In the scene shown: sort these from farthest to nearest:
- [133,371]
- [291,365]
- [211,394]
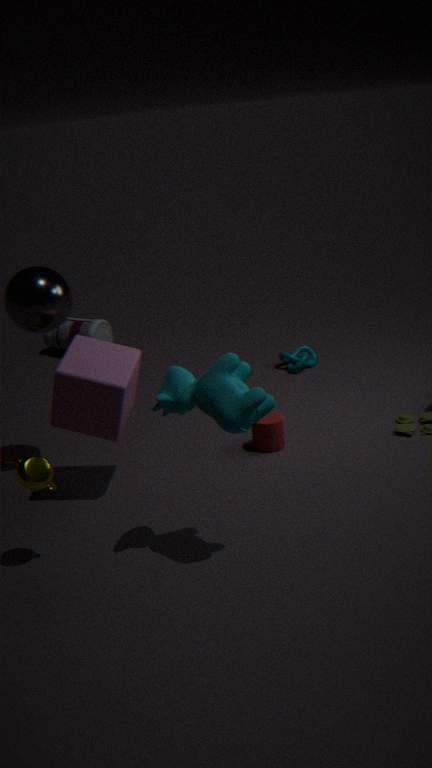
[291,365] < [133,371] < [211,394]
